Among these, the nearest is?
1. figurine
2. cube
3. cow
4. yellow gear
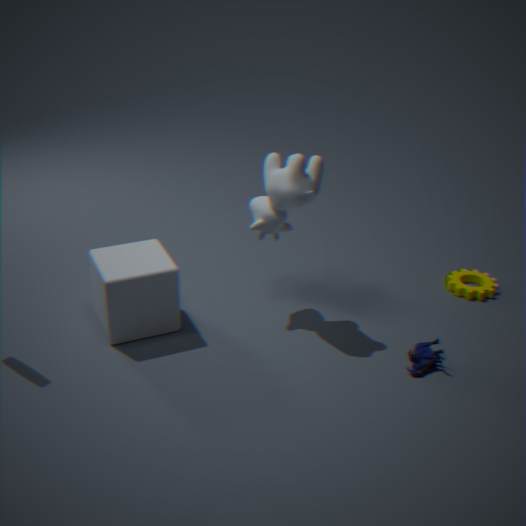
figurine
